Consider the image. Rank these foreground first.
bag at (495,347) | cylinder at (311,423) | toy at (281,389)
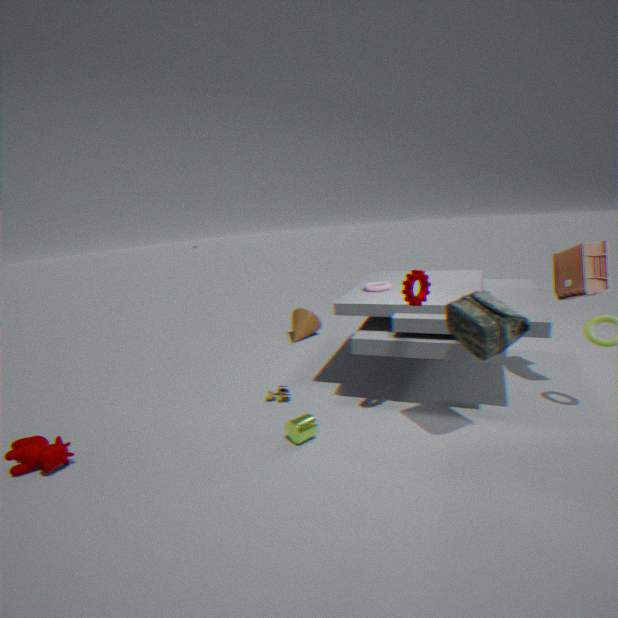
bag at (495,347) < cylinder at (311,423) < toy at (281,389)
